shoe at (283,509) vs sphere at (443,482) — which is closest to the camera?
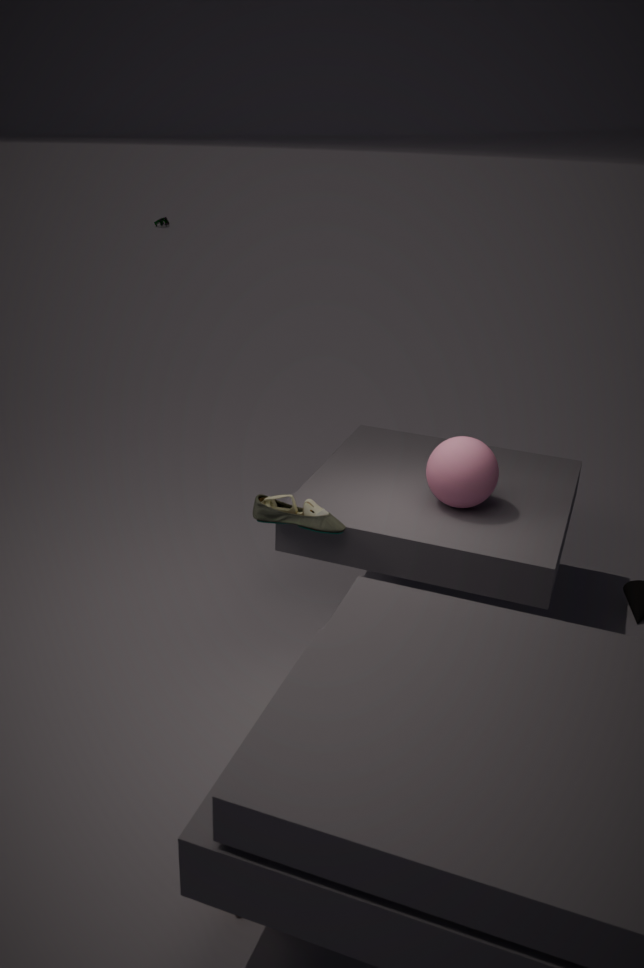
shoe at (283,509)
